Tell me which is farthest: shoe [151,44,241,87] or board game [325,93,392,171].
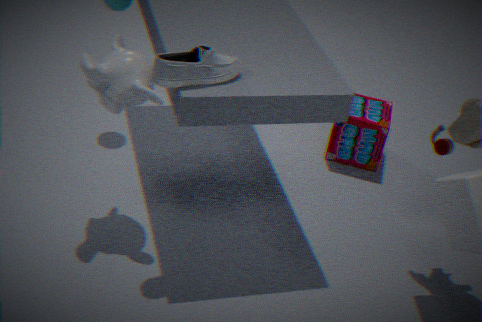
board game [325,93,392,171]
